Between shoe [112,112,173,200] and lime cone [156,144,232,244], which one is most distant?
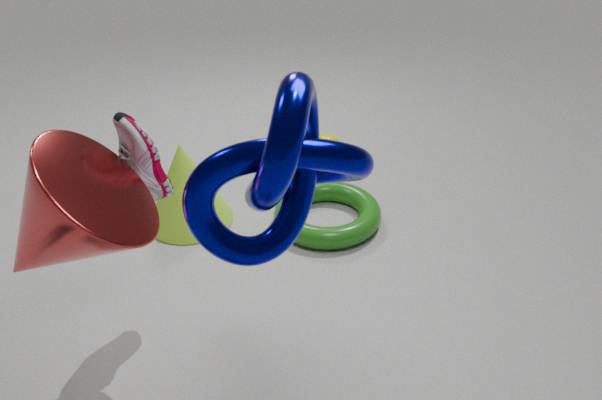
lime cone [156,144,232,244]
